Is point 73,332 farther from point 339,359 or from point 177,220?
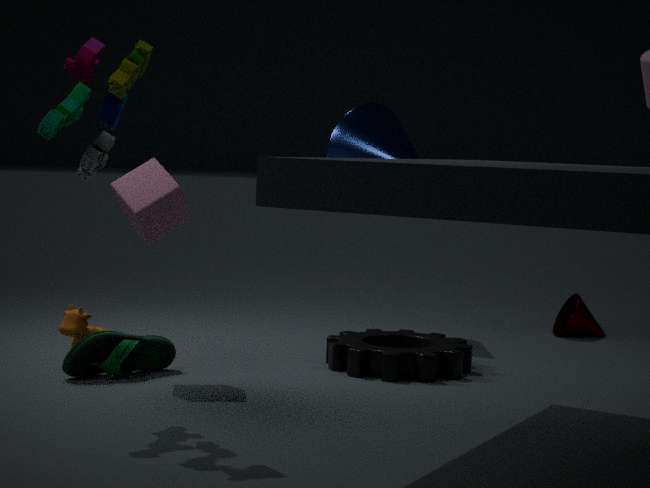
point 339,359
